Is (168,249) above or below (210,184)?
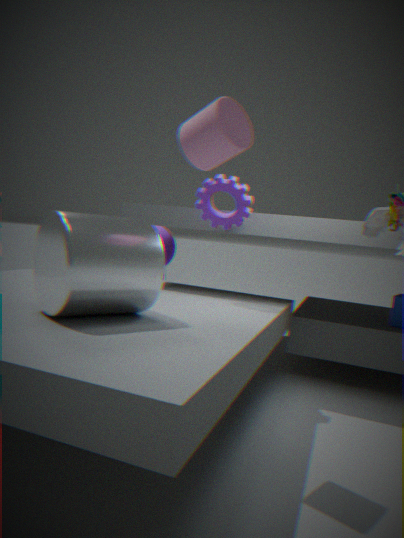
below
